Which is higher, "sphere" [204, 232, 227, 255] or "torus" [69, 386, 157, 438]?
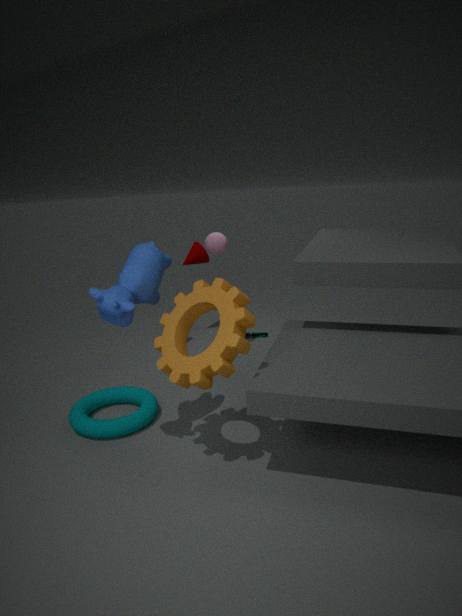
"sphere" [204, 232, 227, 255]
